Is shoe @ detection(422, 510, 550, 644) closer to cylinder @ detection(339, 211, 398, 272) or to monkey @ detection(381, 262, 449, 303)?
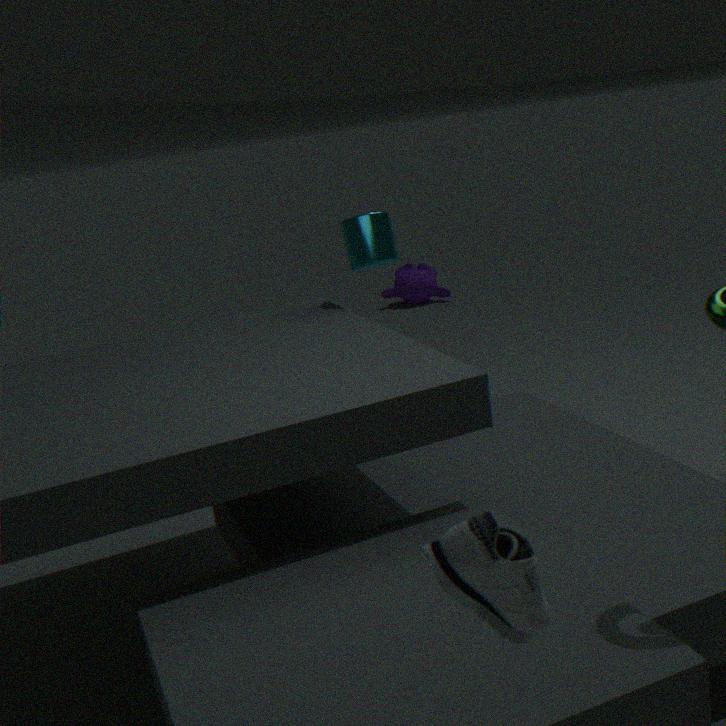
cylinder @ detection(339, 211, 398, 272)
